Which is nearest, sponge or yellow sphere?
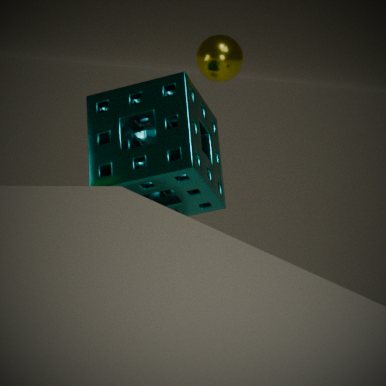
sponge
